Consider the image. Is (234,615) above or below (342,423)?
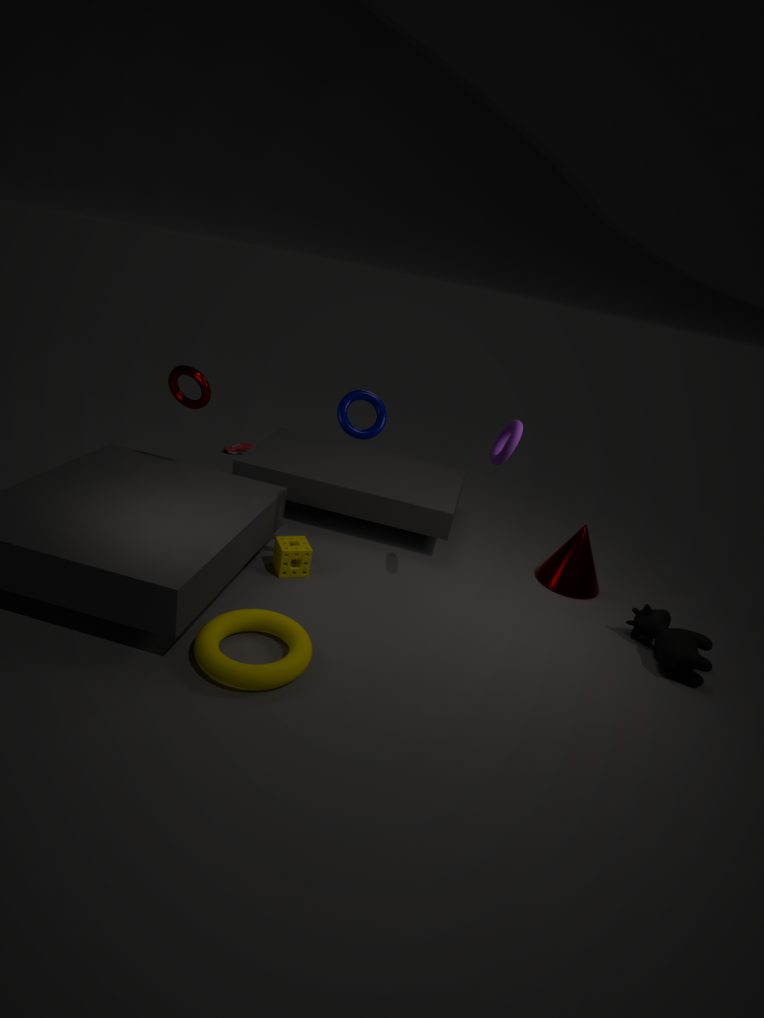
below
